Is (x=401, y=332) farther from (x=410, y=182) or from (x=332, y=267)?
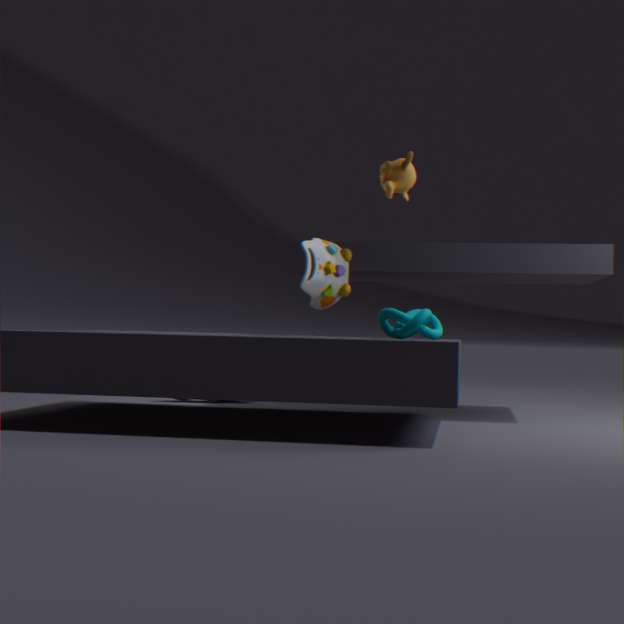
(x=410, y=182)
